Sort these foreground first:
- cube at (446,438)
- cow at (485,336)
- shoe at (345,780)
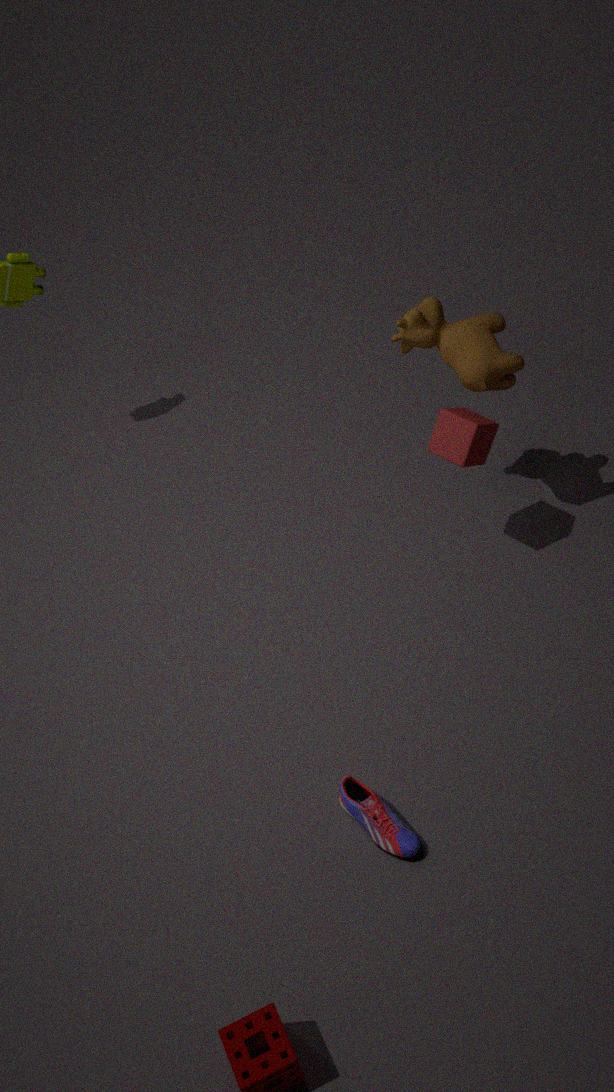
shoe at (345,780) → cube at (446,438) → cow at (485,336)
